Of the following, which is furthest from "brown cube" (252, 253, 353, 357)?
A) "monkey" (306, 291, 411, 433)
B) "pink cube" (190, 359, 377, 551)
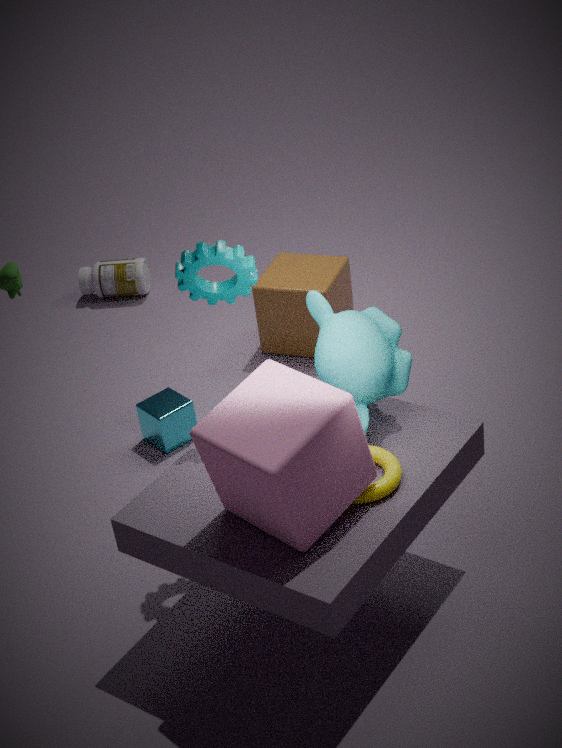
"pink cube" (190, 359, 377, 551)
